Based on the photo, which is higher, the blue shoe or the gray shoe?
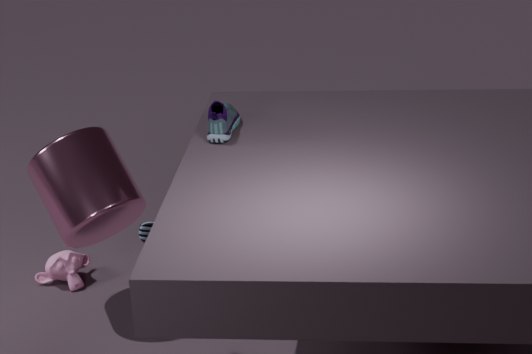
the blue shoe
